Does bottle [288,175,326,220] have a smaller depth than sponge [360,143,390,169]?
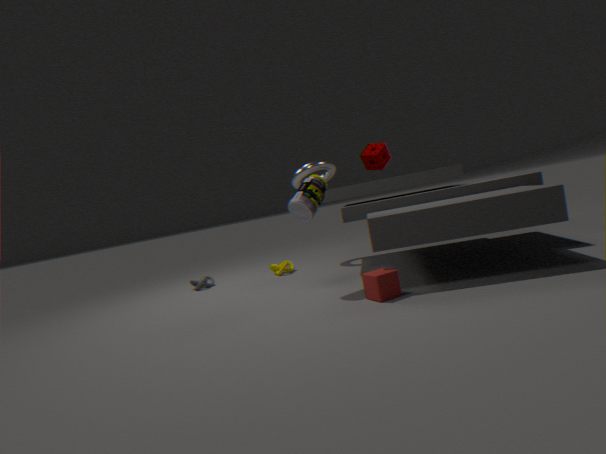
Yes
